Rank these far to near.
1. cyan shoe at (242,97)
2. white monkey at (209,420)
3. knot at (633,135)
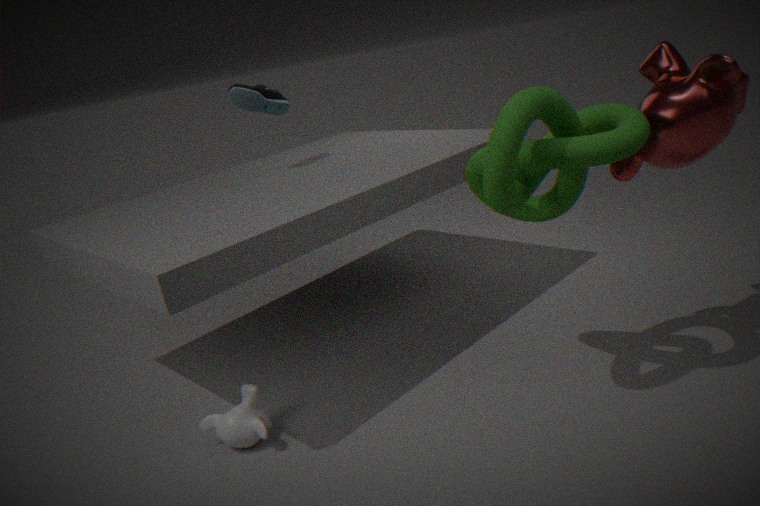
cyan shoe at (242,97) → white monkey at (209,420) → knot at (633,135)
